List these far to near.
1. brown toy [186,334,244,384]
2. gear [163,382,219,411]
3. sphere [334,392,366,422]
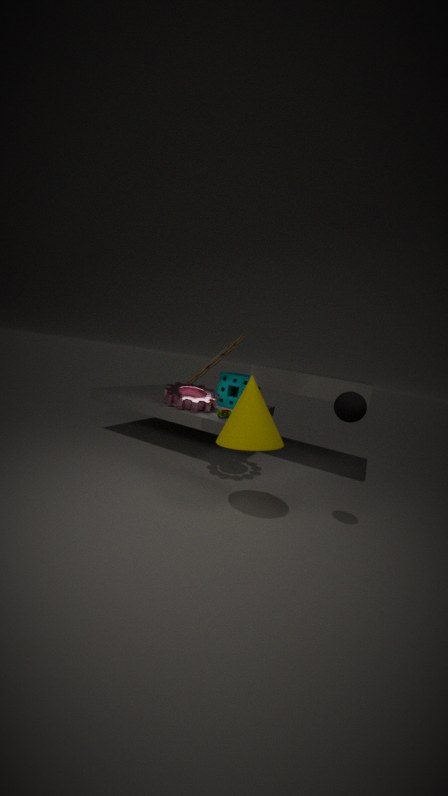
1. gear [163,382,219,411]
2. brown toy [186,334,244,384]
3. sphere [334,392,366,422]
